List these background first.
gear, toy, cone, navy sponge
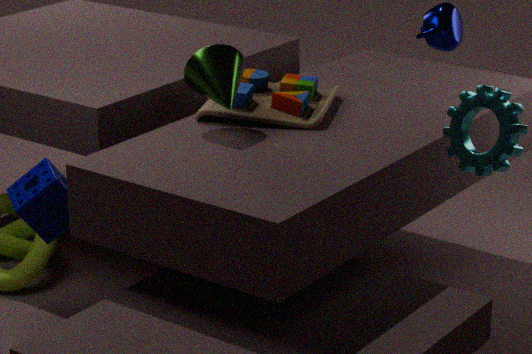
1. toy
2. navy sponge
3. cone
4. gear
